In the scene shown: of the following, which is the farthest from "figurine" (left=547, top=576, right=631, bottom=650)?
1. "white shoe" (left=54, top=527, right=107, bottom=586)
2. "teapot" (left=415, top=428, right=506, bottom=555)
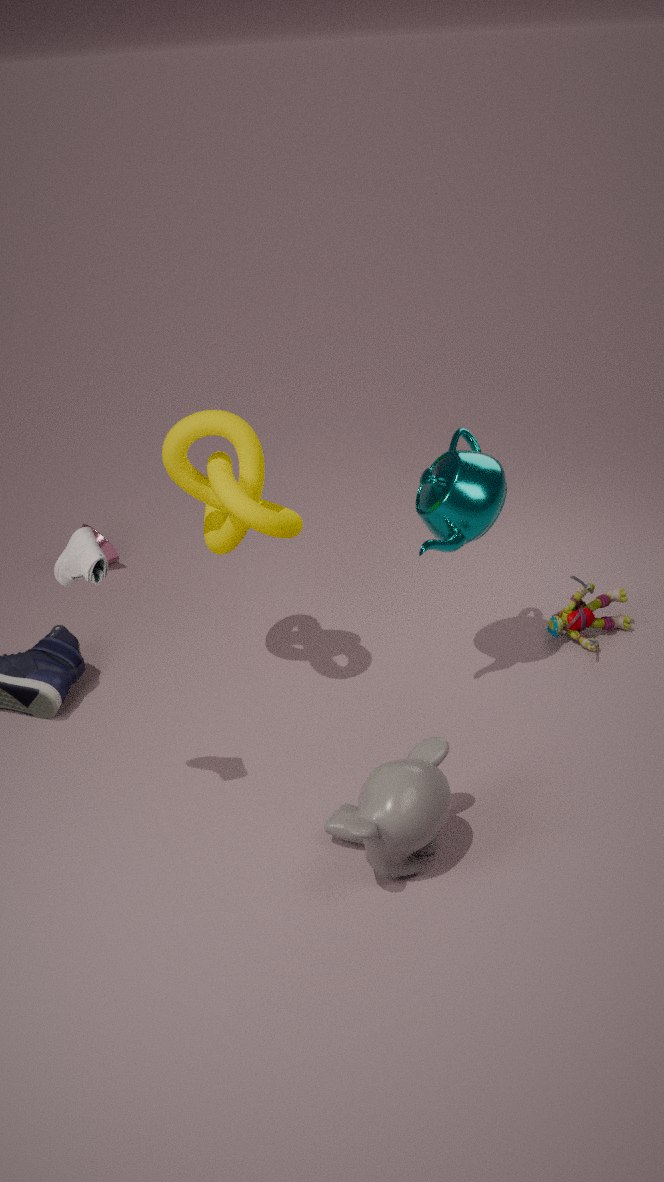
"white shoe" (left=54, top=527, right=107, bottom=586)
